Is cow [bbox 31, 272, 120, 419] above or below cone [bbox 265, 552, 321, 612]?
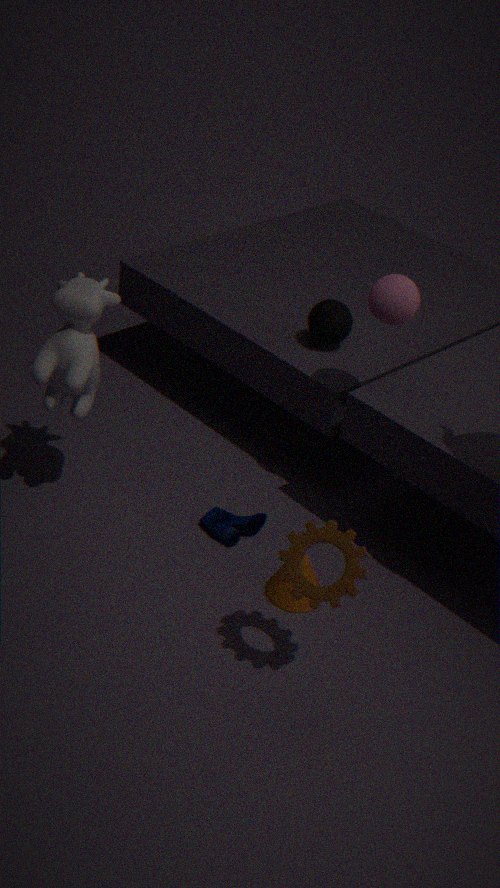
above
